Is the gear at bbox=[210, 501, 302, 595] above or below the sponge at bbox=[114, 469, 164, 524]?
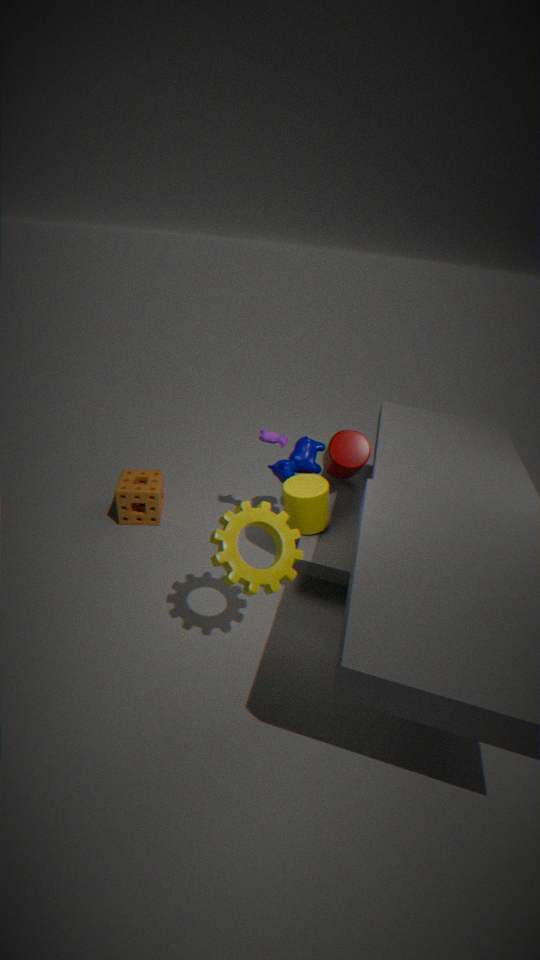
above
